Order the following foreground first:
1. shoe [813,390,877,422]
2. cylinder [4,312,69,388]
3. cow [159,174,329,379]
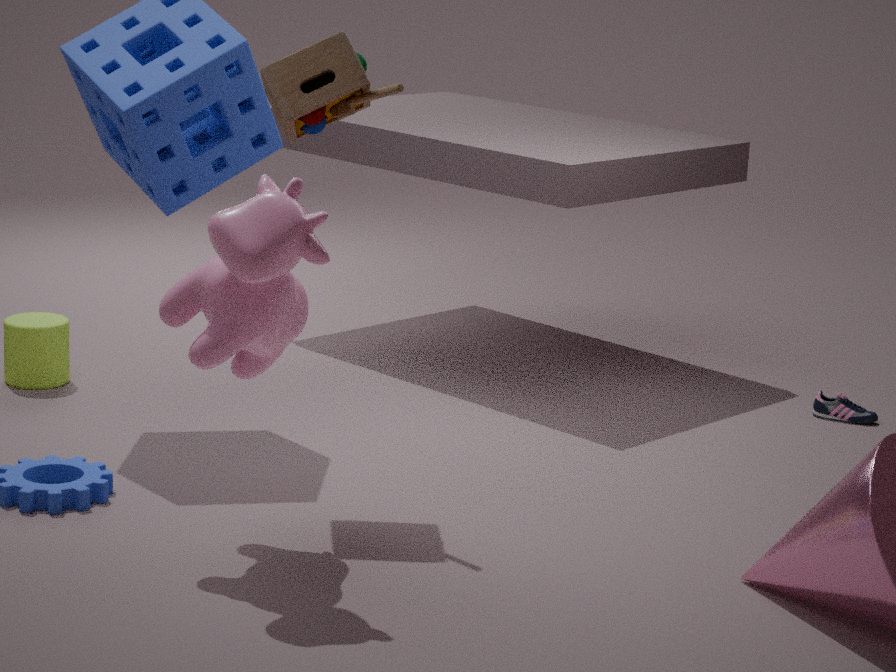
cow [159,174,329,379], cylinder [4,312,69,388], shoe [813,390,877,422]
